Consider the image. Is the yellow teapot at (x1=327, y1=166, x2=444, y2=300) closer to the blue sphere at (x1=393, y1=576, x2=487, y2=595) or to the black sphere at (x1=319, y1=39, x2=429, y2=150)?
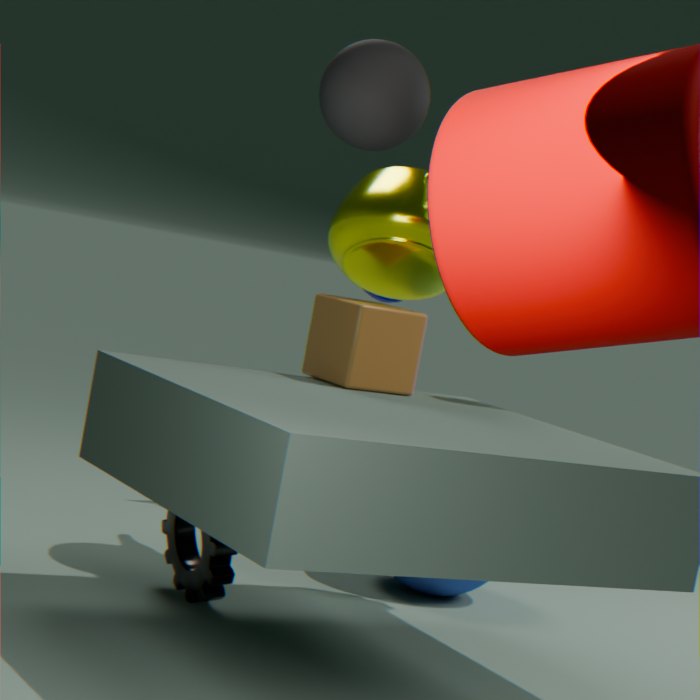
the blue sphere at (x1=393, y1=576, x2=487, y2=595)
